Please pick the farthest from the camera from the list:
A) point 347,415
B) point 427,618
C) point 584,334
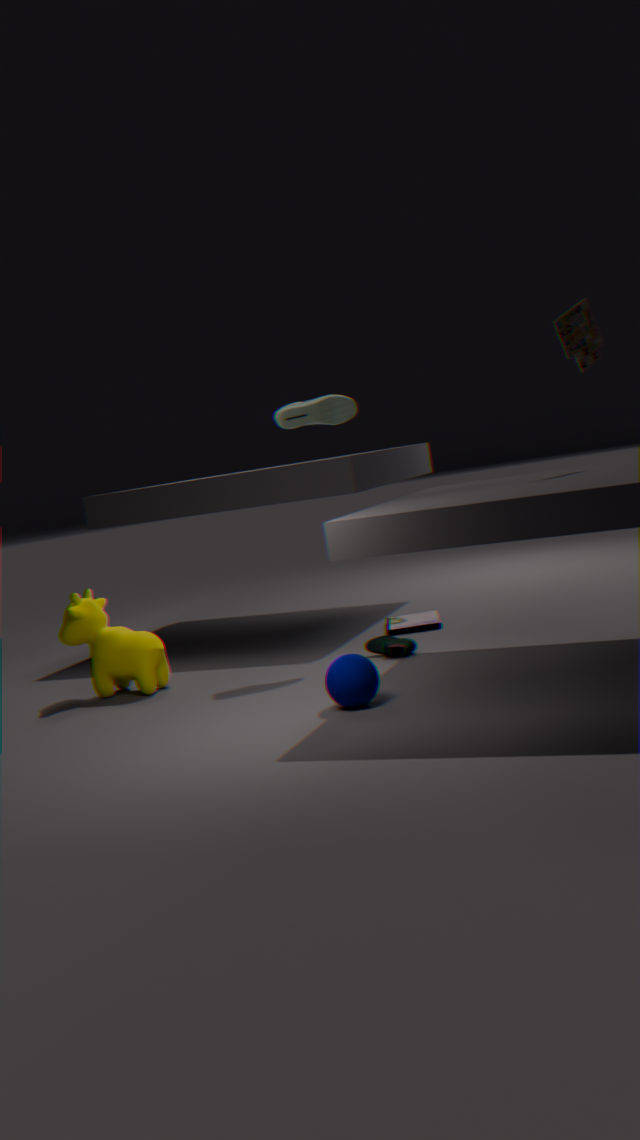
point 427,618
